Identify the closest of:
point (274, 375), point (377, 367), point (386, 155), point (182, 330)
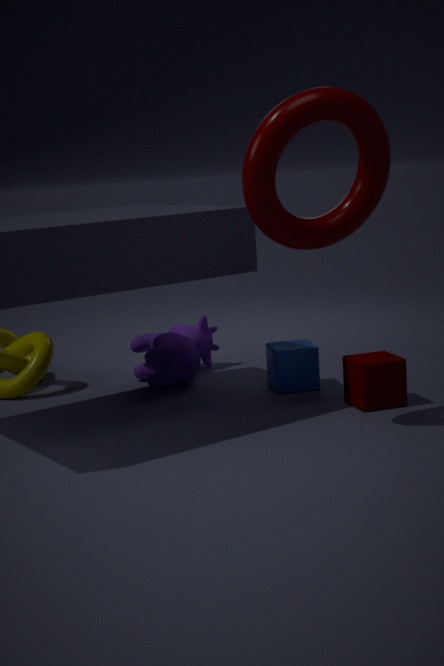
point (386, 155)
